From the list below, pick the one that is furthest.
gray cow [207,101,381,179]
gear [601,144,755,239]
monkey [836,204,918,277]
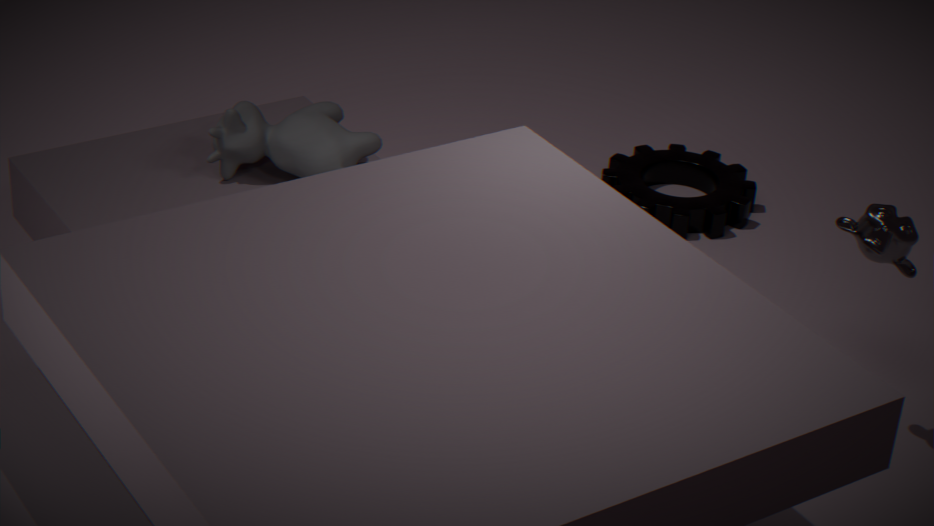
gear [601,144,755,239]
